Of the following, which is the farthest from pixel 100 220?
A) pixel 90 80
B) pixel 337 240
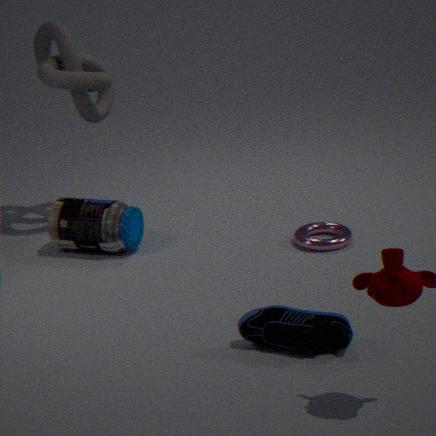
pixel 337 240
